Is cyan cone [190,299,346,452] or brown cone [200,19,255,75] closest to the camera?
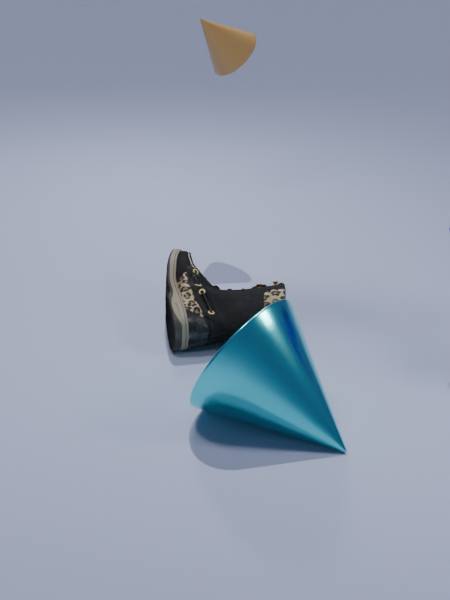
cyan cone [190,299,346,452]
